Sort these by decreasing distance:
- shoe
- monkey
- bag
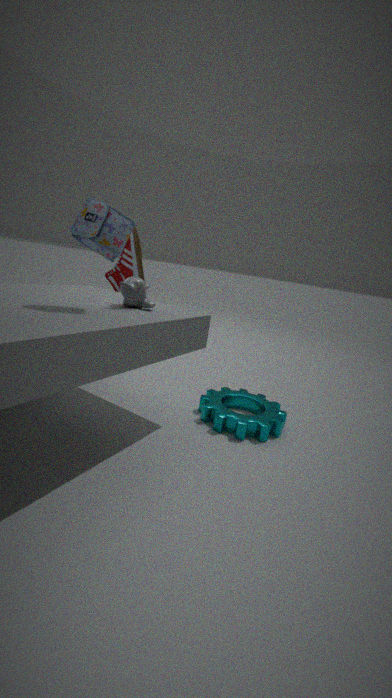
shoe, monkey, bag
